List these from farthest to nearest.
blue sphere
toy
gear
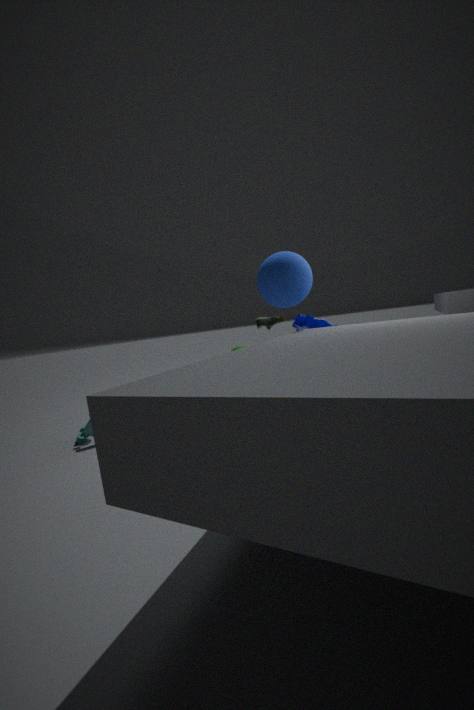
gear → toy → blue sphere
